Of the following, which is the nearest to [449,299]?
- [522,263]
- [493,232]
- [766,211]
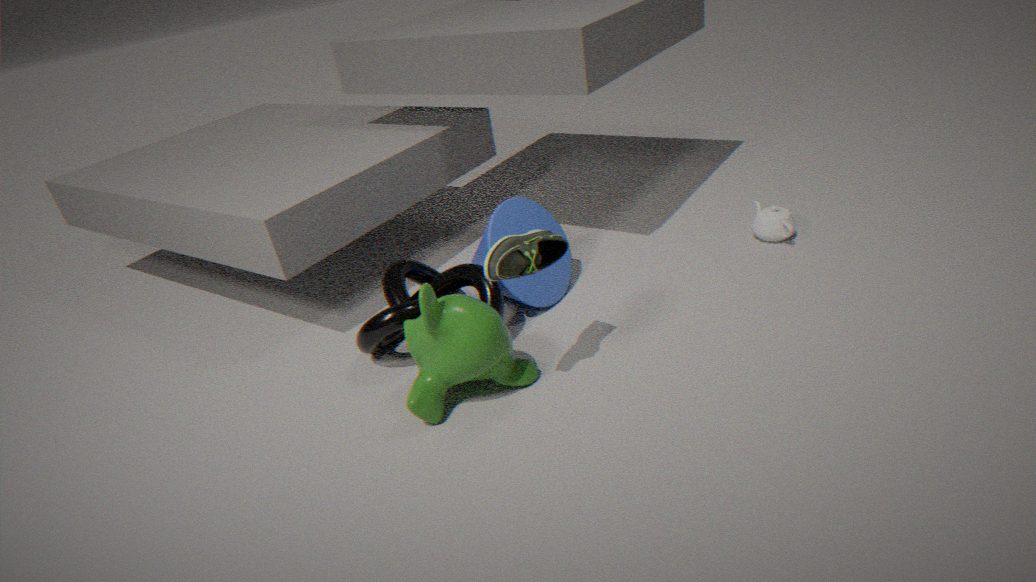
[522,263]
